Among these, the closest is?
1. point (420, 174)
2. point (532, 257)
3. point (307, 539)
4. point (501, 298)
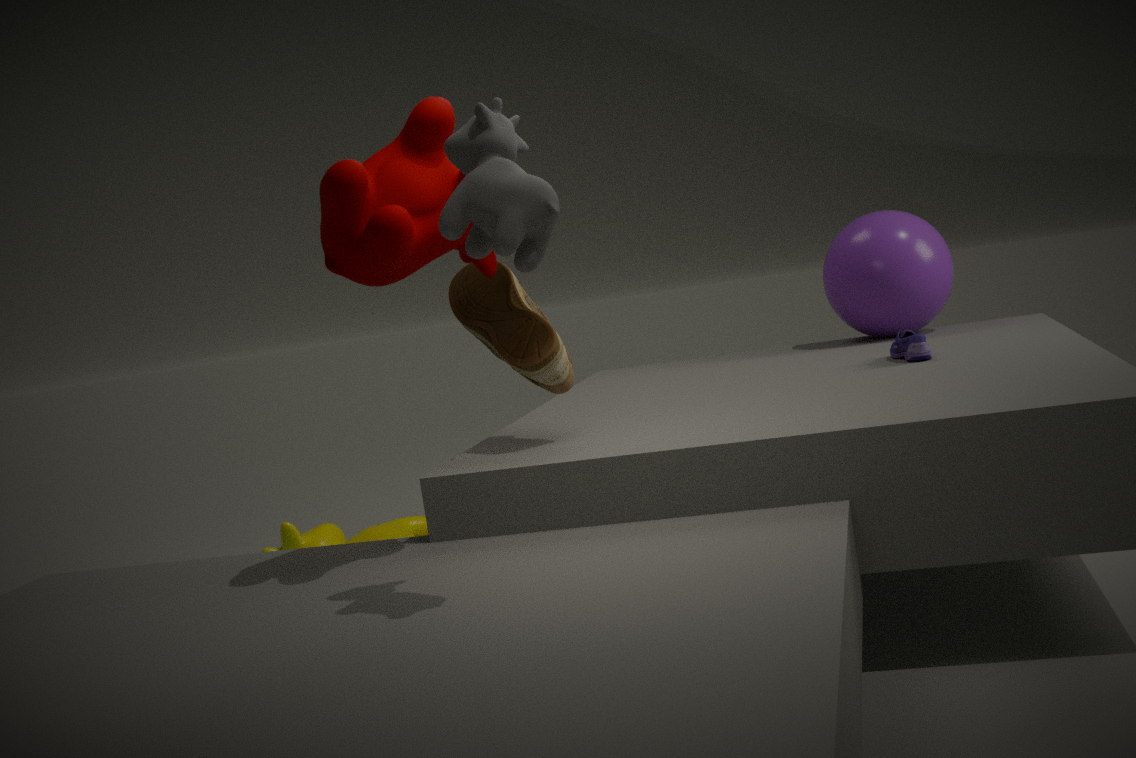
point (532, 257)
